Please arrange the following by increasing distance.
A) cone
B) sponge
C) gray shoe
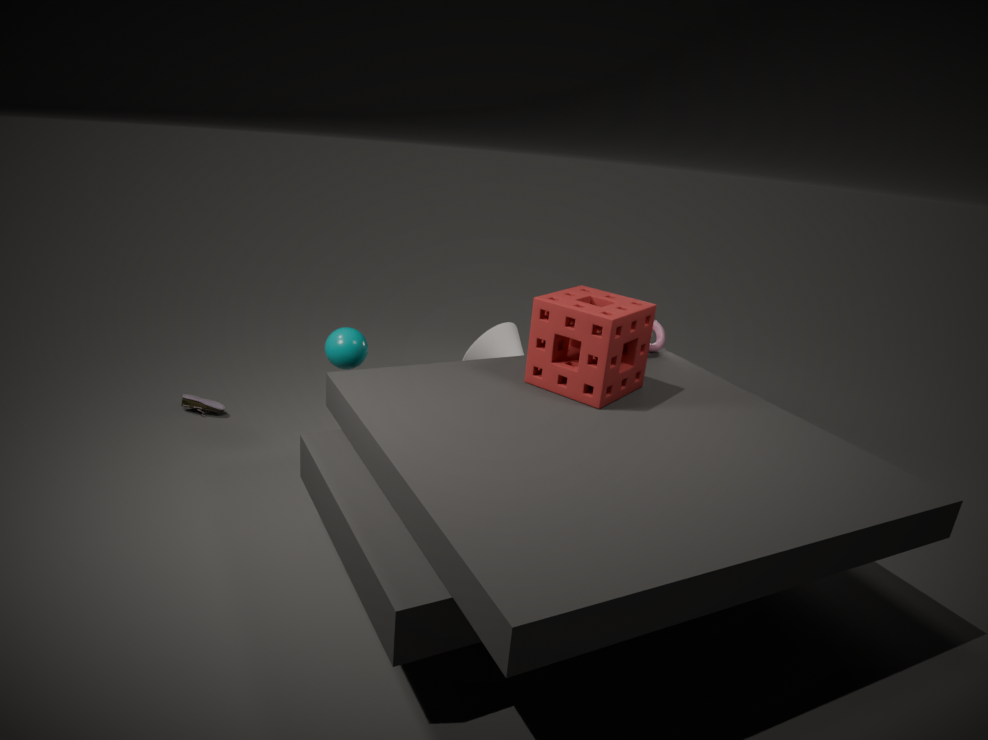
1. sponge
2. gray shoe
3. cone
